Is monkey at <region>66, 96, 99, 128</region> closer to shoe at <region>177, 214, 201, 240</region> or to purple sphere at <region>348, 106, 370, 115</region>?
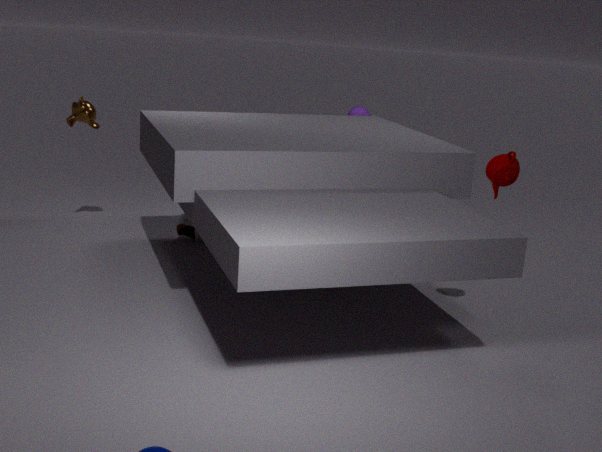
shoe at <region>177, 214, 201, 240</region>
